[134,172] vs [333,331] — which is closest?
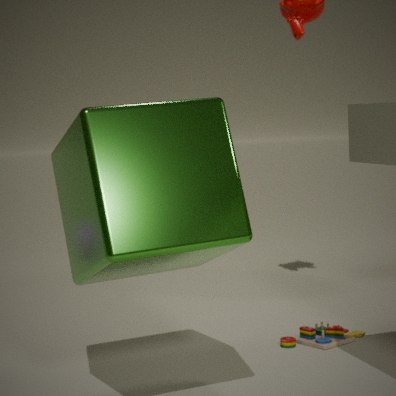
[134,172]
